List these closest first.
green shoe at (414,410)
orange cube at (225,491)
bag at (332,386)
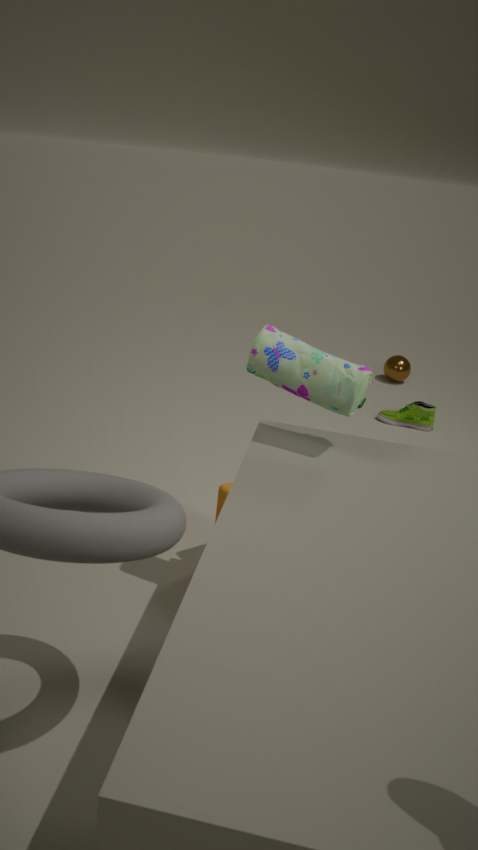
1. bag at (332,386)
2. orange cube at (225,491)
3. green shoe at (414,410)
